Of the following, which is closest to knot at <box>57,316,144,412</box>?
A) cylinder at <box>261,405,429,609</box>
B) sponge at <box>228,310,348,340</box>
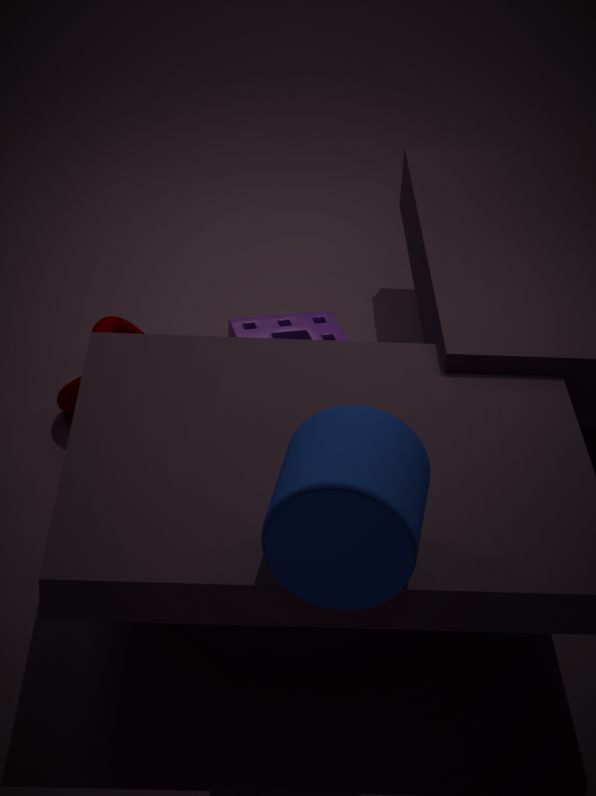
sponge at <box>228,310,348,340</box>
